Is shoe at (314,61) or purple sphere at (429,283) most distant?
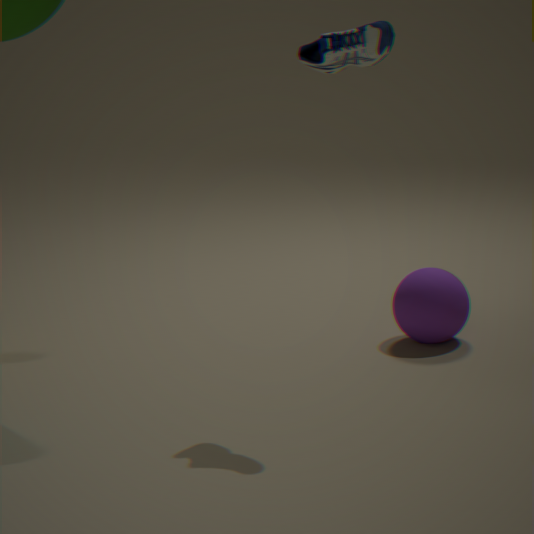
purple sphere at (429,283)
